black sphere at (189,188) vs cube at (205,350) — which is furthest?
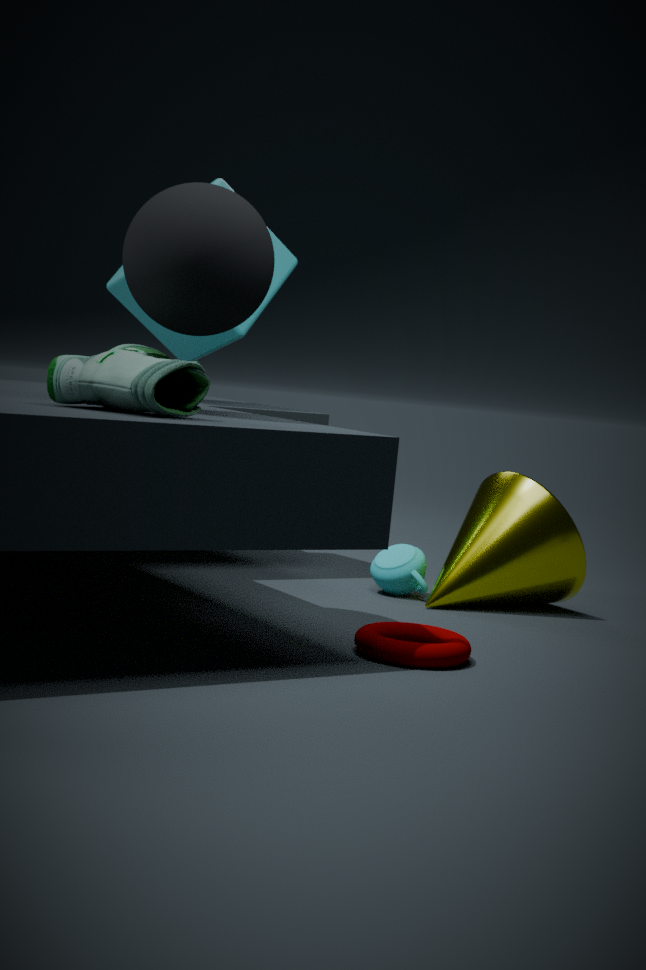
cube at (205,350)
